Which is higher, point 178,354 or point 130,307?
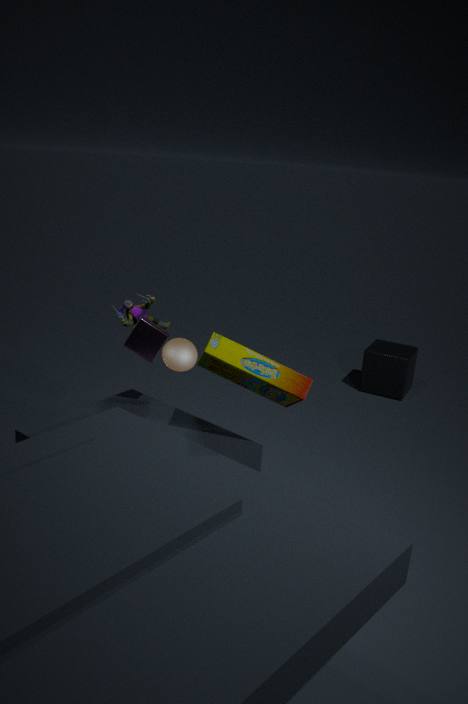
point 130,307
